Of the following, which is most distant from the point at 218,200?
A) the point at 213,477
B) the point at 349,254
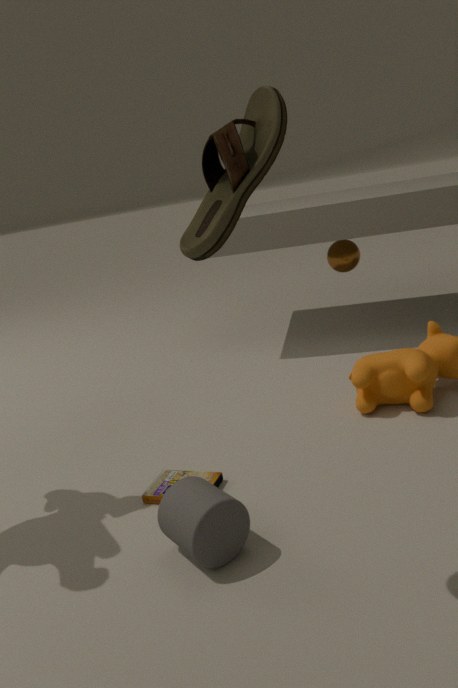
the point at 349,254
